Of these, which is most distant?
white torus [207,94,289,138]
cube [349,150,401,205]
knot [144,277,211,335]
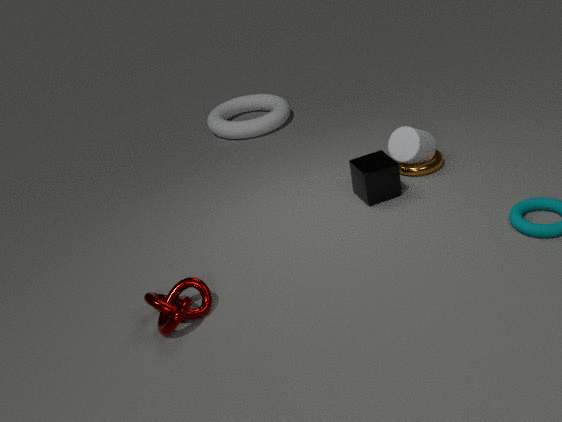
white torus [207,94,289,138]
